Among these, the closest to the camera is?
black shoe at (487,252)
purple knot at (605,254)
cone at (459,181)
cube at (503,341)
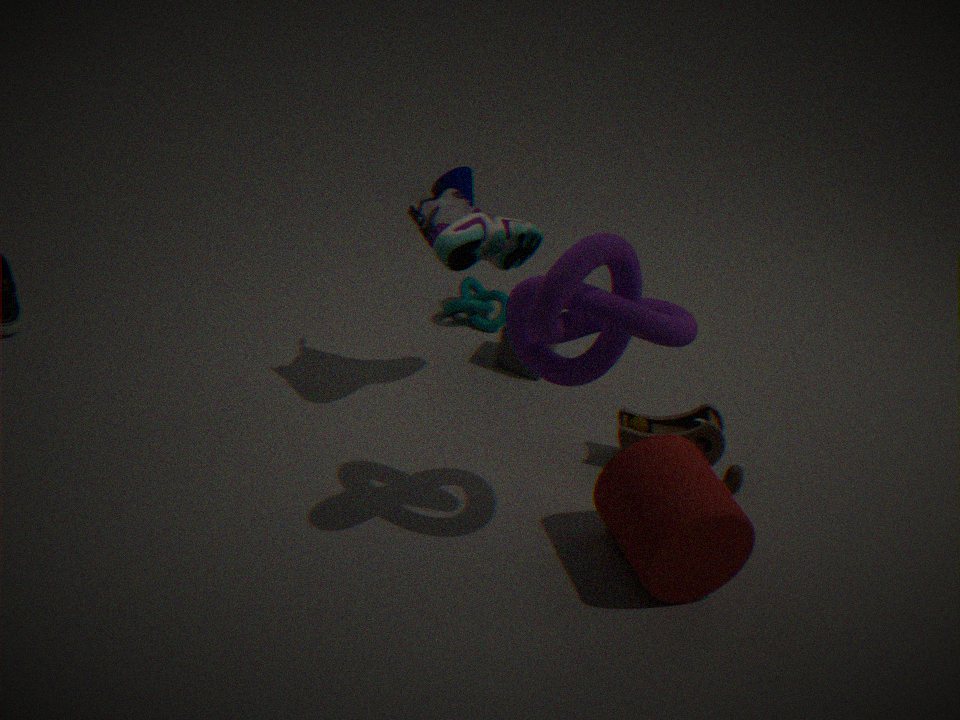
purple knot at (605,254)
